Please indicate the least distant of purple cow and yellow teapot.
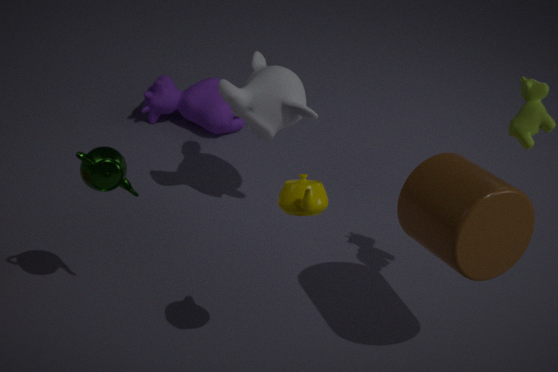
yellow teapot
